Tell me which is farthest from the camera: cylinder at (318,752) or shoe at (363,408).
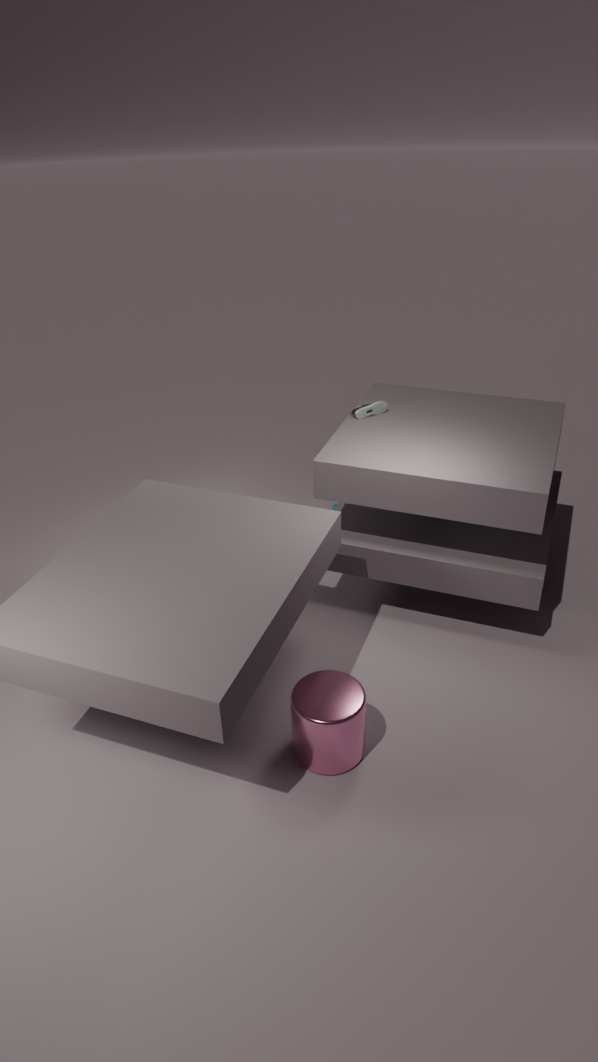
shoe at (363,408)
